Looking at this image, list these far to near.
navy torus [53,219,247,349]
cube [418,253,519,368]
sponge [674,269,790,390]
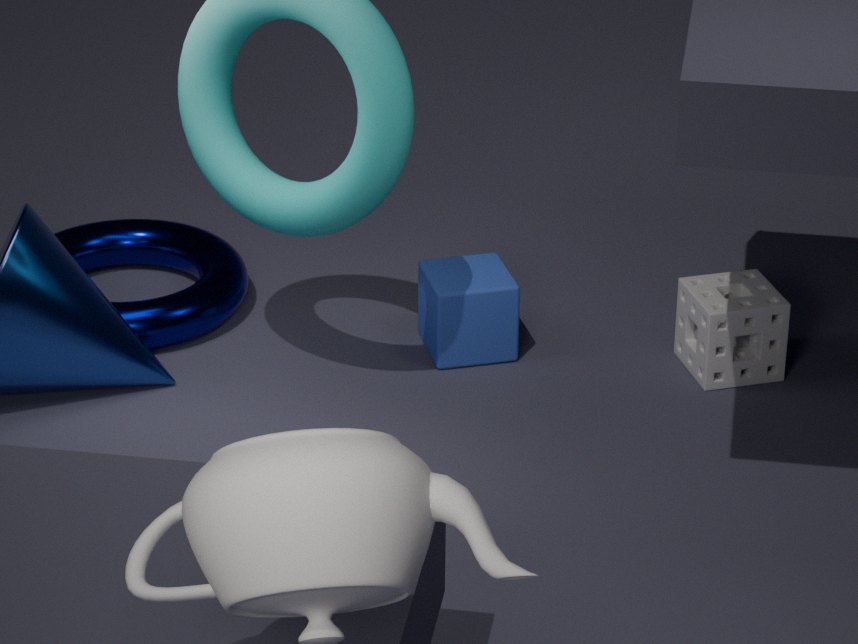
1. navy torus [53,219,247,349]
2. cube [418,253,519,368]
3. sponge [674,269,790,390]
